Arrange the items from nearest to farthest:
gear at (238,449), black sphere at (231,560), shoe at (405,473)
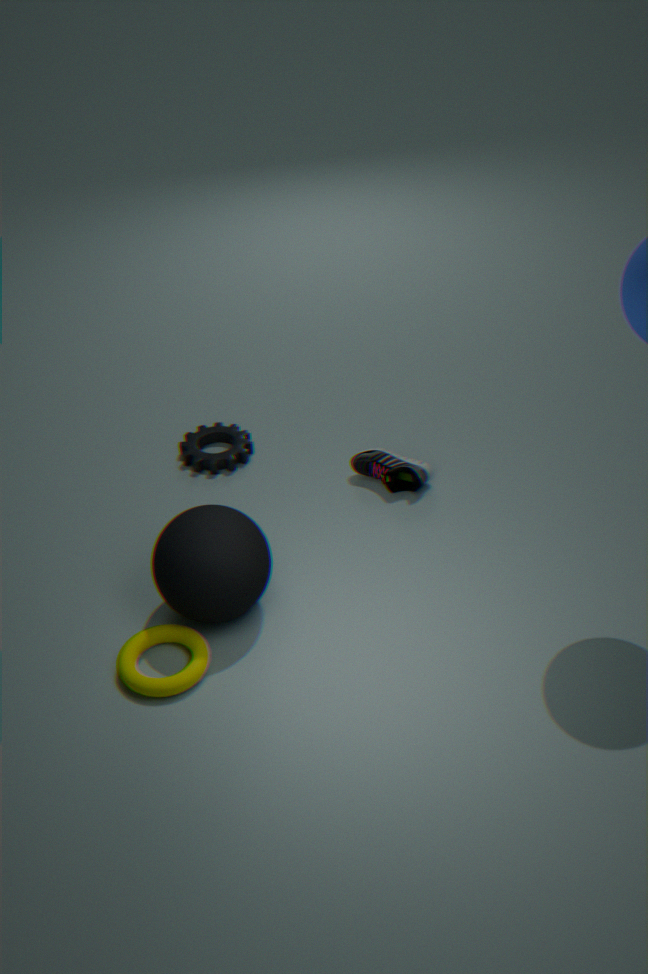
black sphere at (231,560) → shoe at (405,473) → gear at (238,449)
